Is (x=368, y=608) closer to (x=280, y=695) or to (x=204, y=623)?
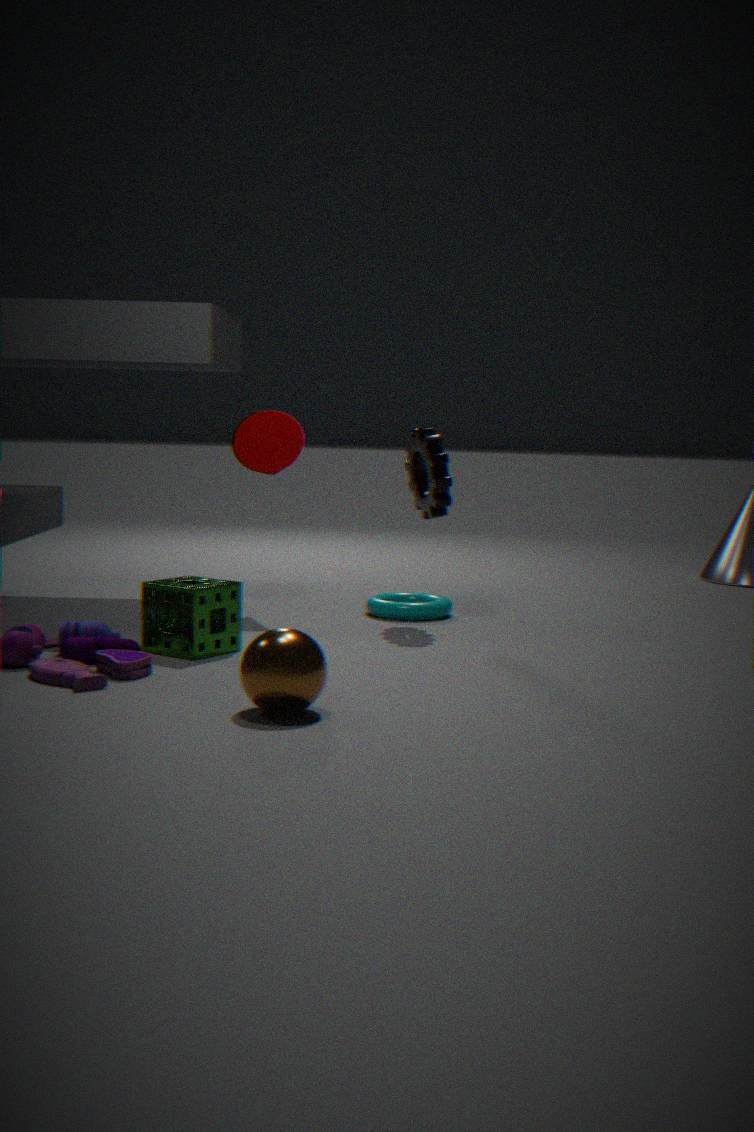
(x=204, y=623)
